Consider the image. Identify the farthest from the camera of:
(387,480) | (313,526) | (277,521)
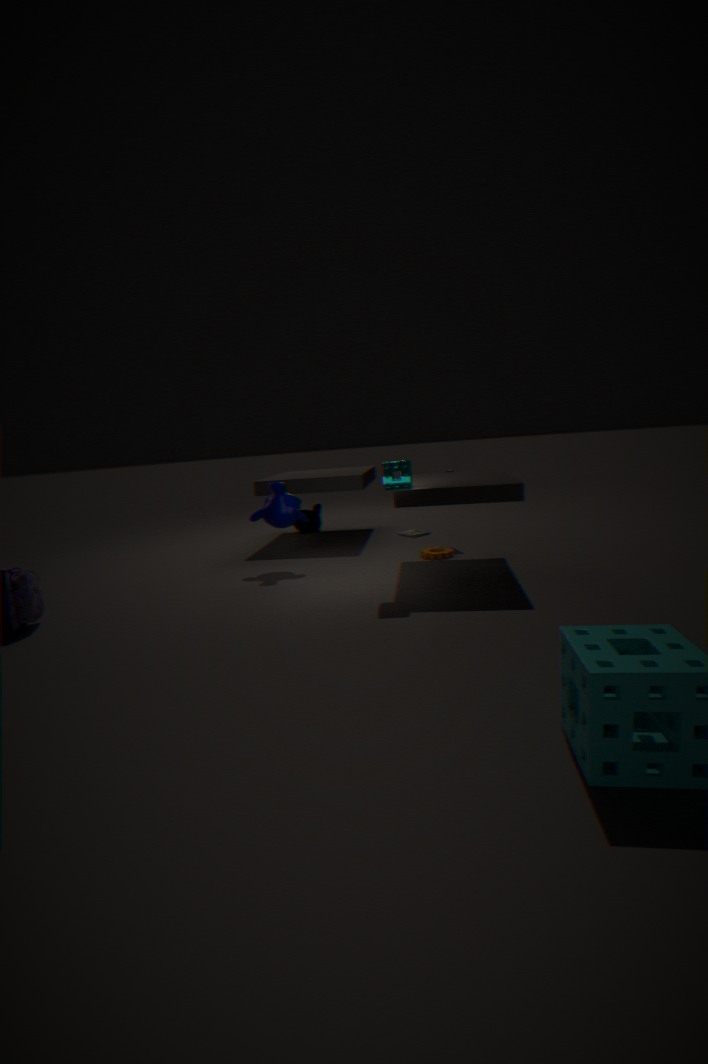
(313,526)
